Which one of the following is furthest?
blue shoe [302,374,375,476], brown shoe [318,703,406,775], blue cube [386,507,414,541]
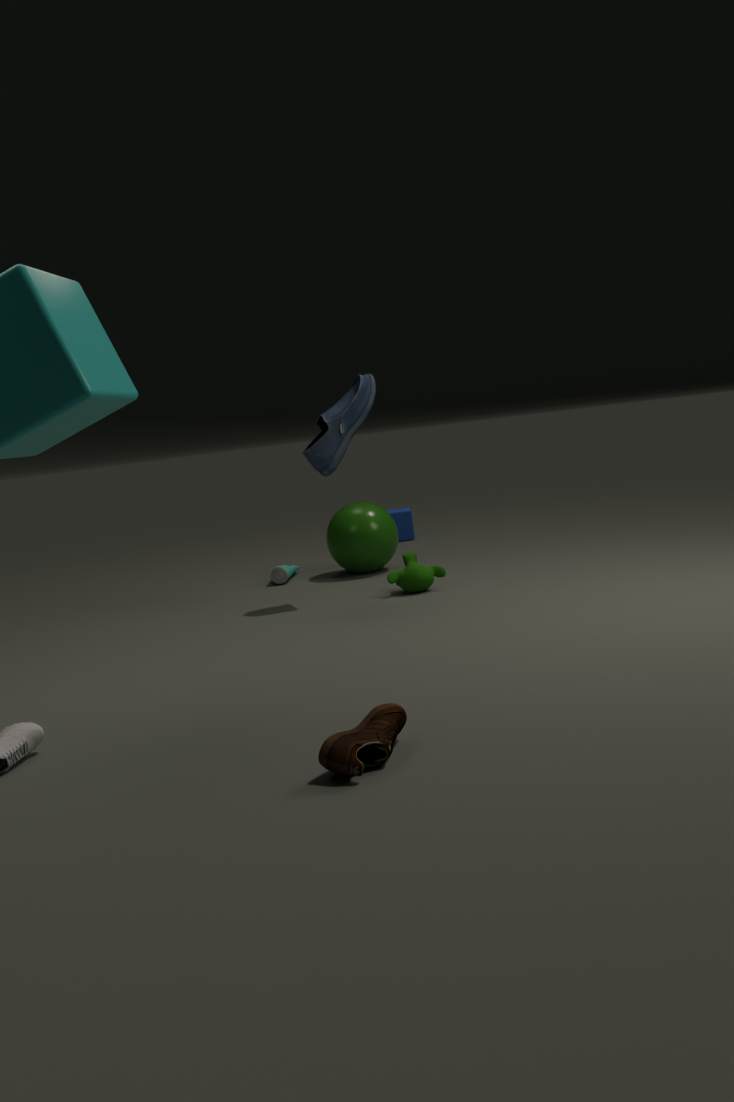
blue cube [386,507,414,541]
